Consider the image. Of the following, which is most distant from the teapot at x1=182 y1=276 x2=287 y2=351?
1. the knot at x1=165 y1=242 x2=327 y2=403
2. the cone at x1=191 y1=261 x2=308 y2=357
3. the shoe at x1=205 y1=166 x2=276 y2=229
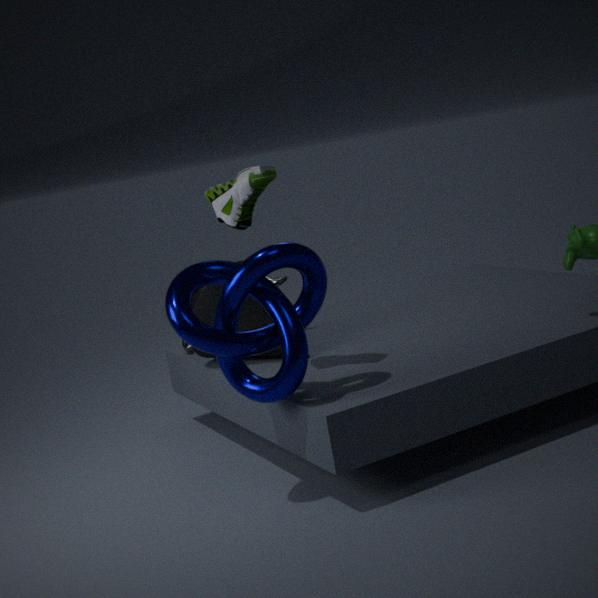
the knot at x1=165 y1=242 x2=327 y2=403
